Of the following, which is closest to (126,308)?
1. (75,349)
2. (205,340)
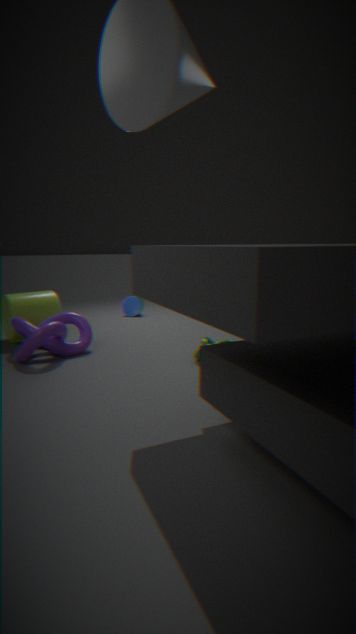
(75,349)
